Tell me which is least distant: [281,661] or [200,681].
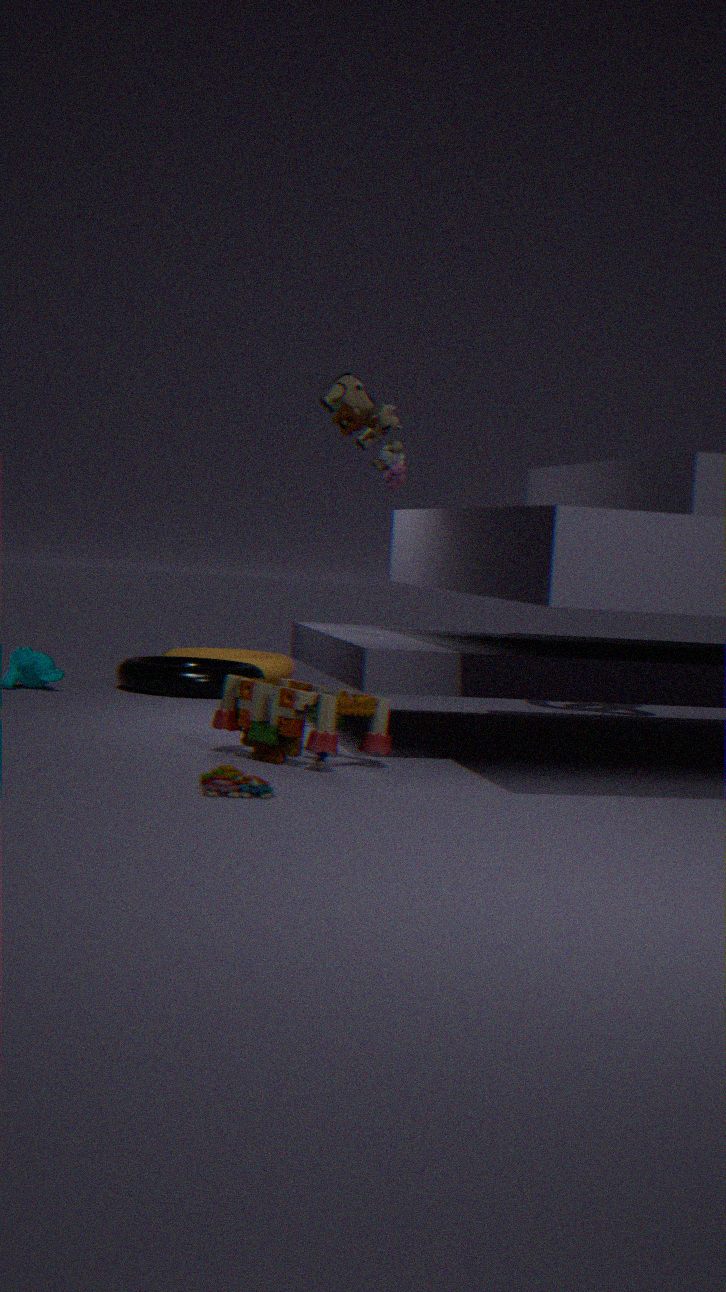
[200,681]
